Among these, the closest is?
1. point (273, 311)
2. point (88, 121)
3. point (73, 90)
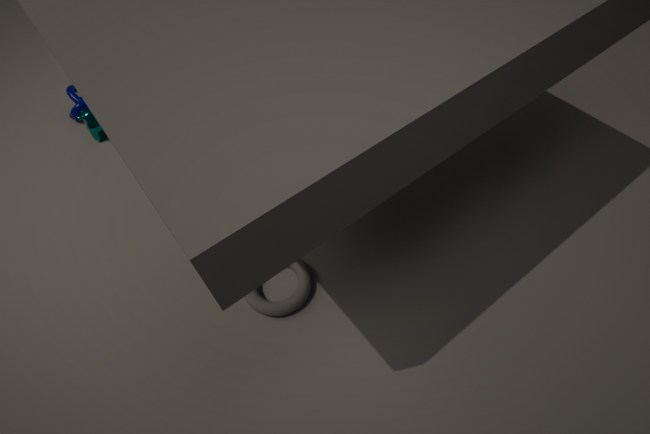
point (273, 311)
